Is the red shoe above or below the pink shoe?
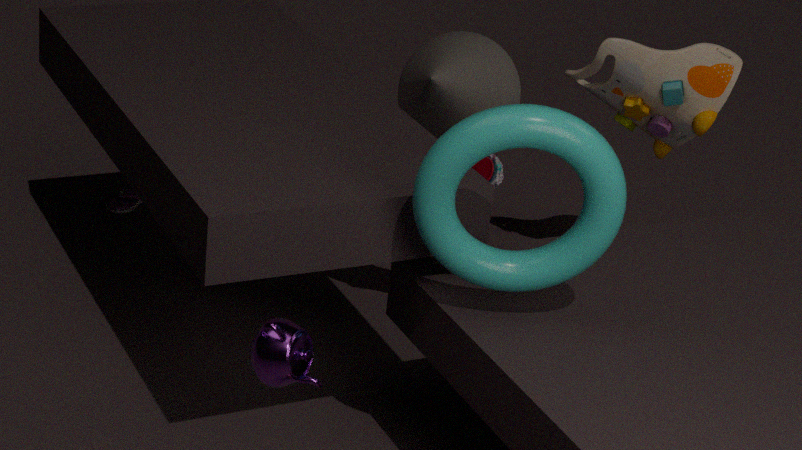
above
